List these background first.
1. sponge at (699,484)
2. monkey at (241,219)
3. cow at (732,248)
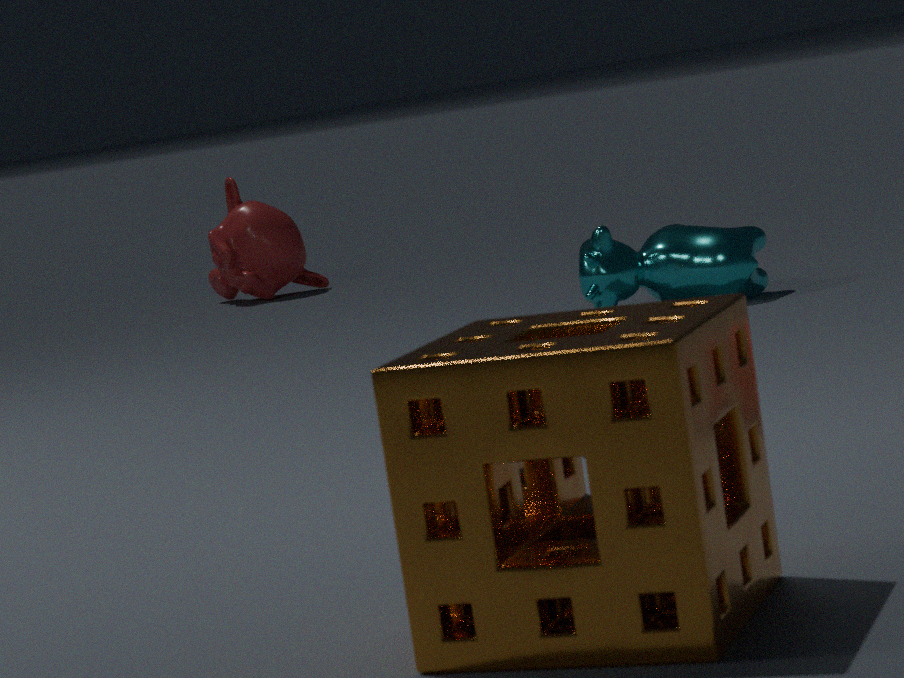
monkey at (241,219), cow at (732,248), sponge at (699,484)
